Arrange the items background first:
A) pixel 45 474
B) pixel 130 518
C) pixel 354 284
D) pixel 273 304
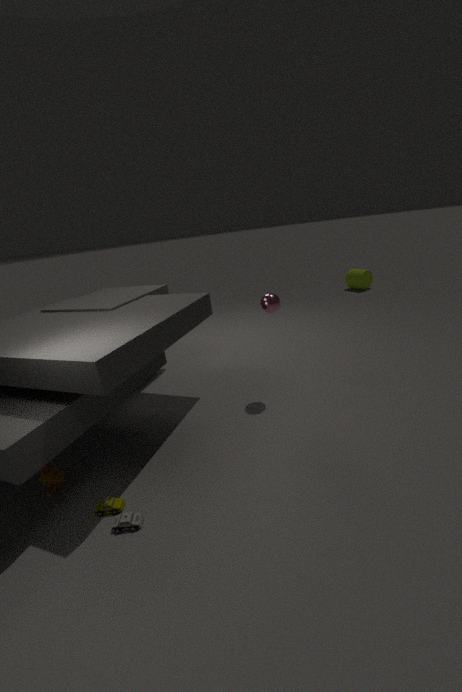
pixel 354 284, pixel 273 304, pixel 45 474, pixel 130 518
